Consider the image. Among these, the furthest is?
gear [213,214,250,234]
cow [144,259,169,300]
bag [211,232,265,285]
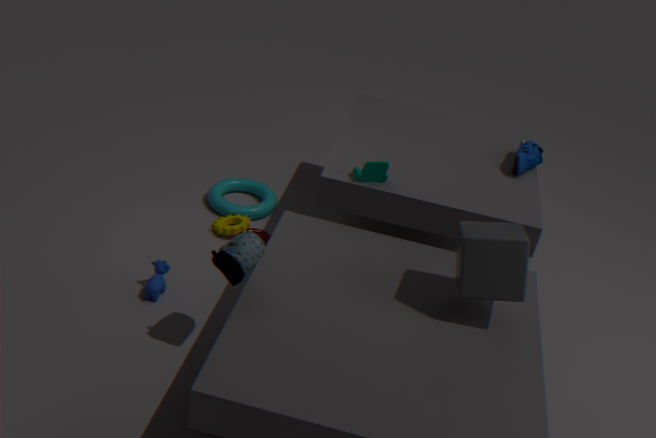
gear [213,214,250,234]
